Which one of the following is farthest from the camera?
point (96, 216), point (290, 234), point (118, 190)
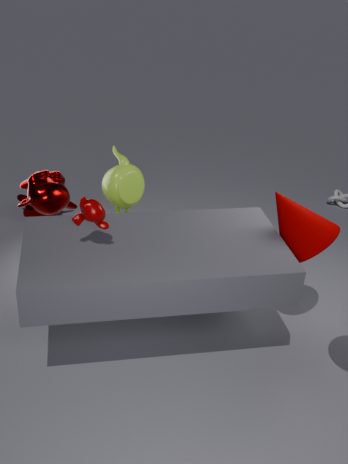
point (118, 190)
